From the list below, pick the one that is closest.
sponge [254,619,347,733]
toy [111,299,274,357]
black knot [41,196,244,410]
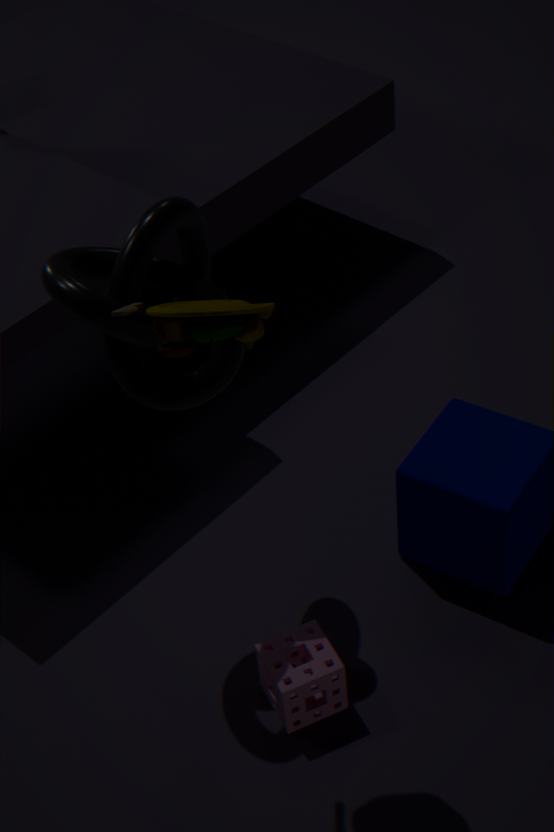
toy [111,299,274,357]
